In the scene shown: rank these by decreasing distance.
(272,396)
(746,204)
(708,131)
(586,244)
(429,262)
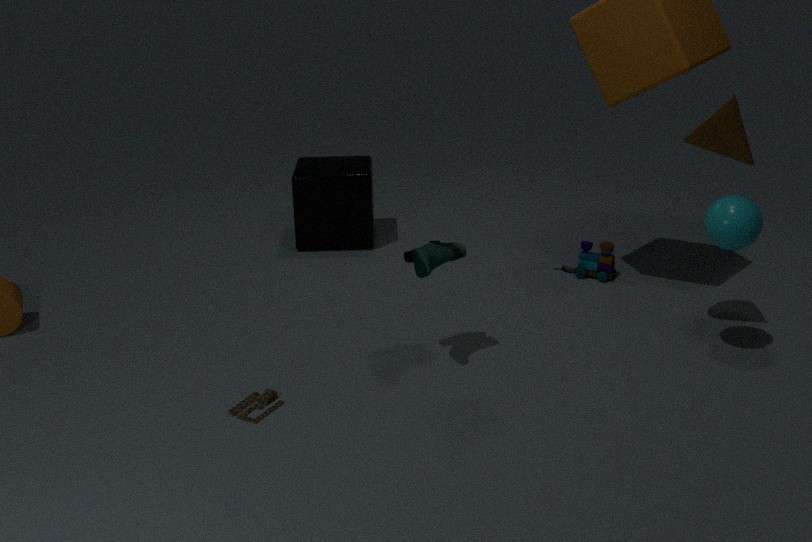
(586,244), (272,396), (708,131), (746,204), (429,262)
